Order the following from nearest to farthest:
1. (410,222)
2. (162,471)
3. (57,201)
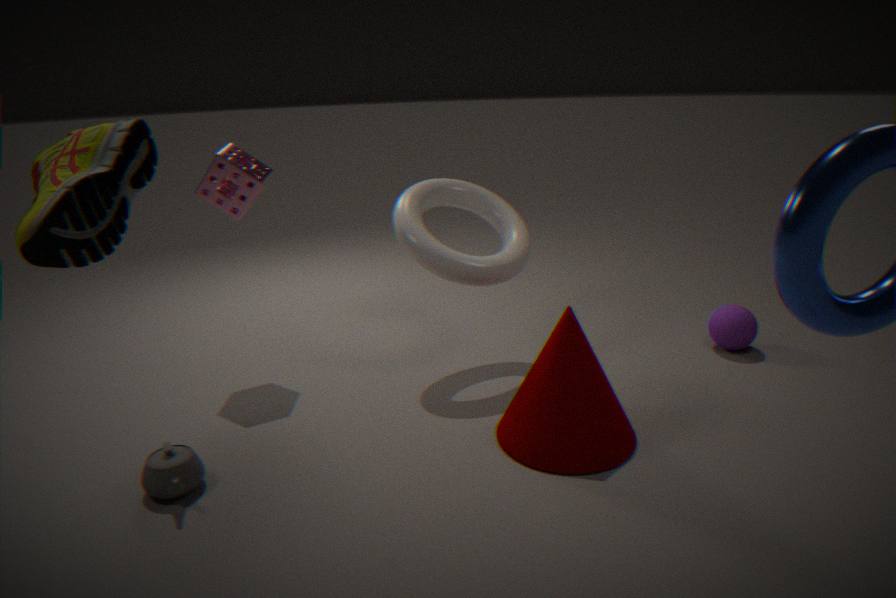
(57,201), (162,471), (410,222)
